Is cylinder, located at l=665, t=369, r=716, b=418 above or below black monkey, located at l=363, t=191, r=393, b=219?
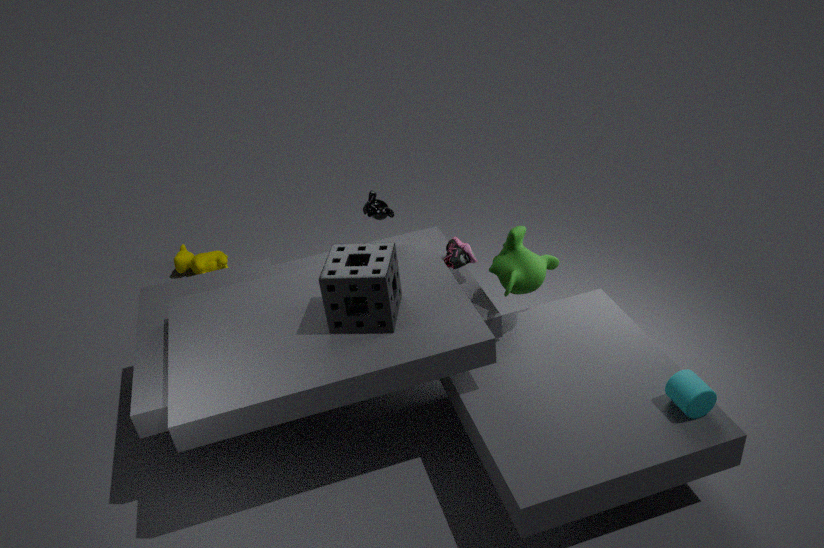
below
